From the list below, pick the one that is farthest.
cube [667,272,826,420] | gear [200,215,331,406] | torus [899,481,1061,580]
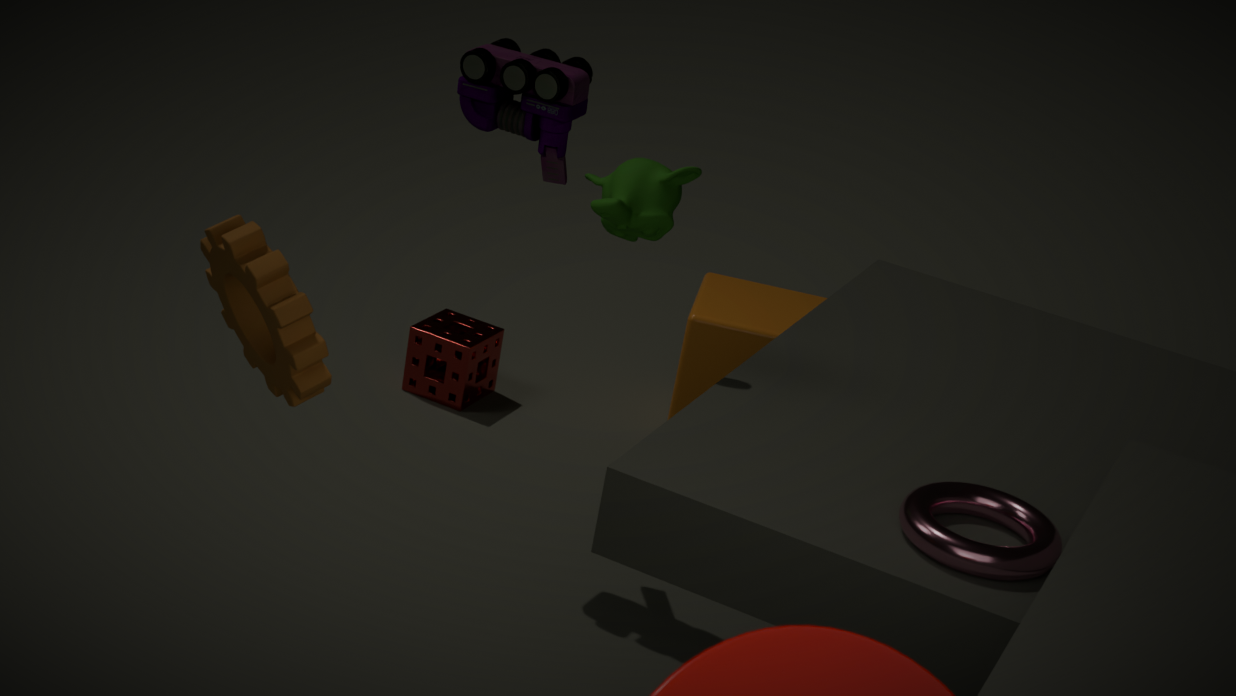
cube [667,272,826,420]
